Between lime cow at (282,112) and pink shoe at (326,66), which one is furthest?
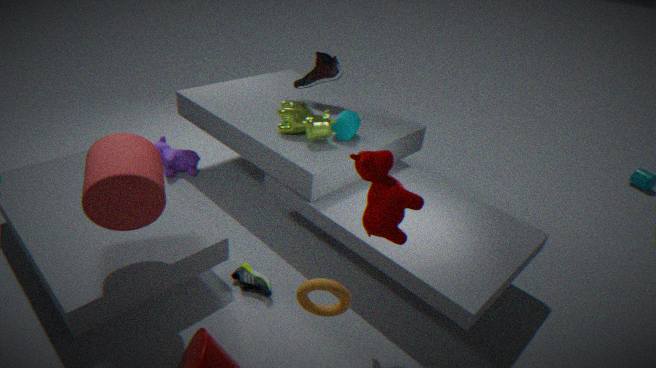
pink shoe at (326,66)
